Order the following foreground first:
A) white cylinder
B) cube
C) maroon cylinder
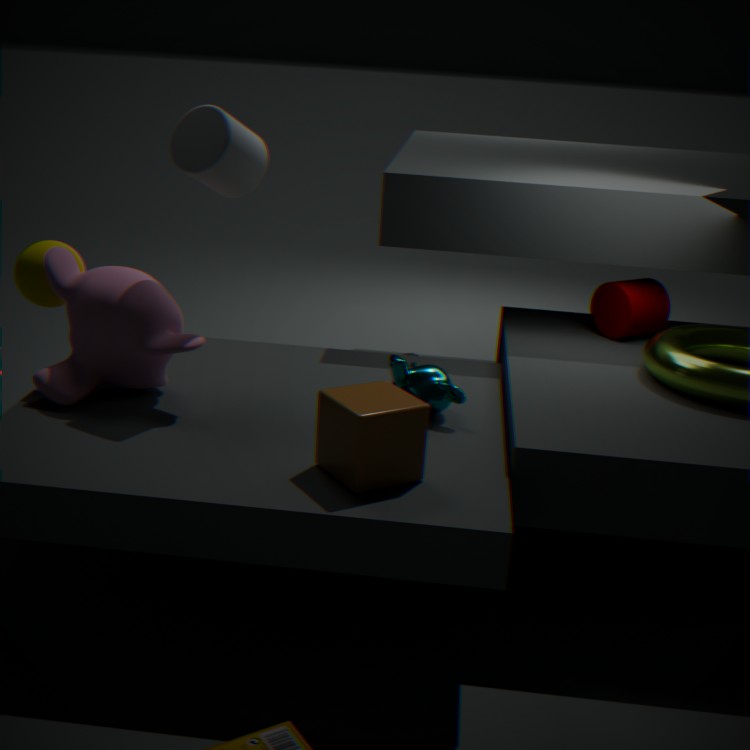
cube, white cylinder, maroon cylinder
